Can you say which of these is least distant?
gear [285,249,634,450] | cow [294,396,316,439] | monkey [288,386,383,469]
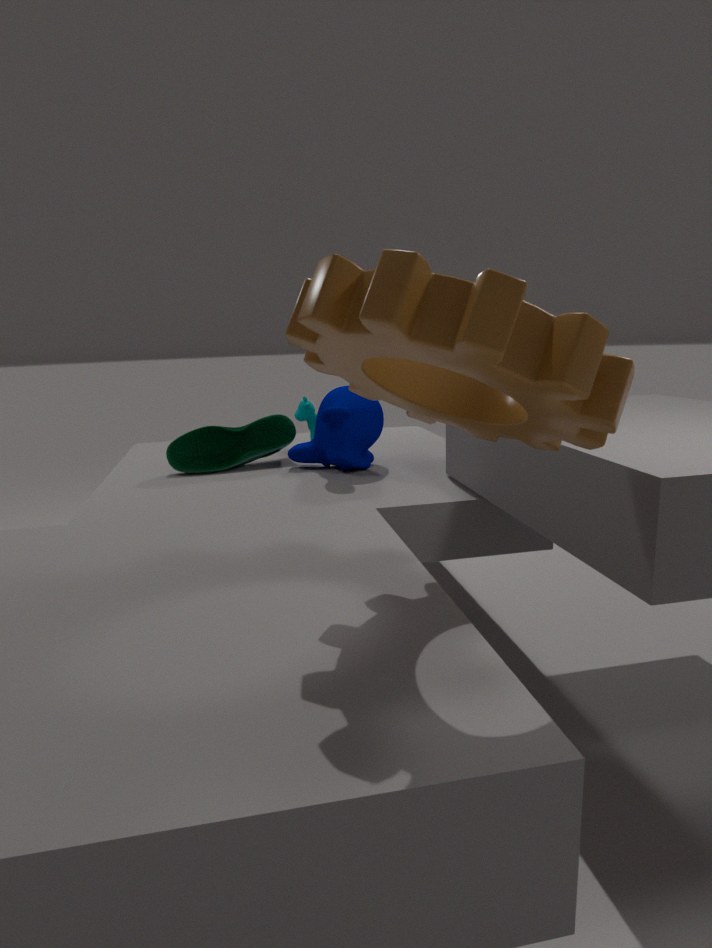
gear [285,249,634,450]
